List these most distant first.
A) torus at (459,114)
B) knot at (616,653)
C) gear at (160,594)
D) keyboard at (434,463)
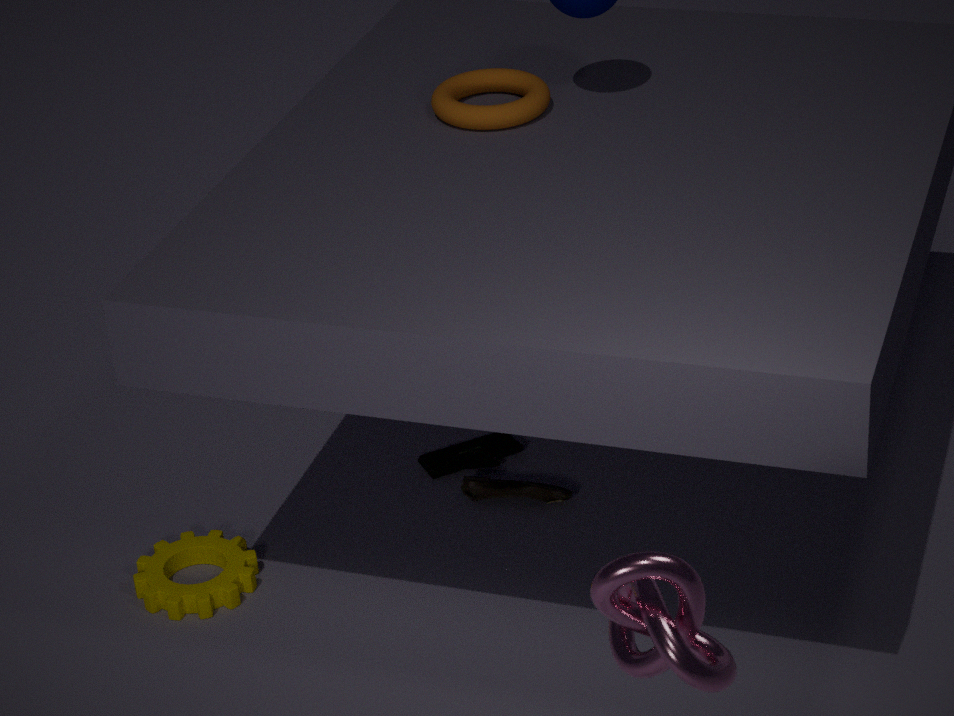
keyboard at (434,463) → torus at (459,114) → gear at (160,594) → knot at (616,653)
